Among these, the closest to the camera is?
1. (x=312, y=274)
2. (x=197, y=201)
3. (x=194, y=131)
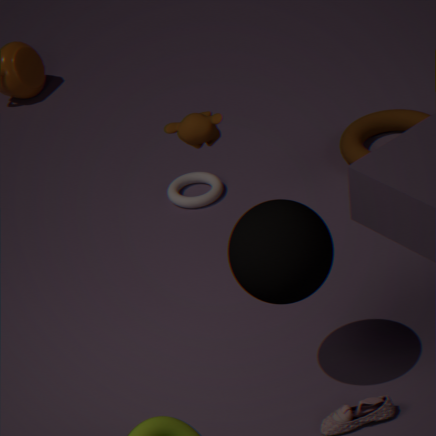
(x=312, y=274)
